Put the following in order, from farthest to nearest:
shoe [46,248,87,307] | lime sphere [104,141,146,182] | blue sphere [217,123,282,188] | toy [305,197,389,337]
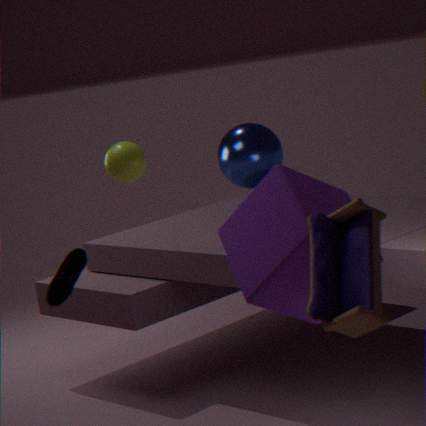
blue sphere [217,123,282,188]
lime sphere [104,141,146,182]
shoe [46,248,87,307]
toy [305,197,389,337]
